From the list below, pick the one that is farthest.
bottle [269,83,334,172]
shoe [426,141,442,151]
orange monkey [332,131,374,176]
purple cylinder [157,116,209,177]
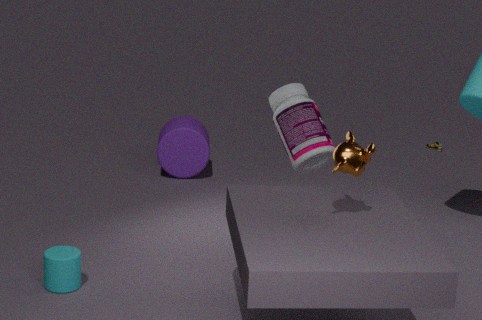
shoe [426,141,442,151]
